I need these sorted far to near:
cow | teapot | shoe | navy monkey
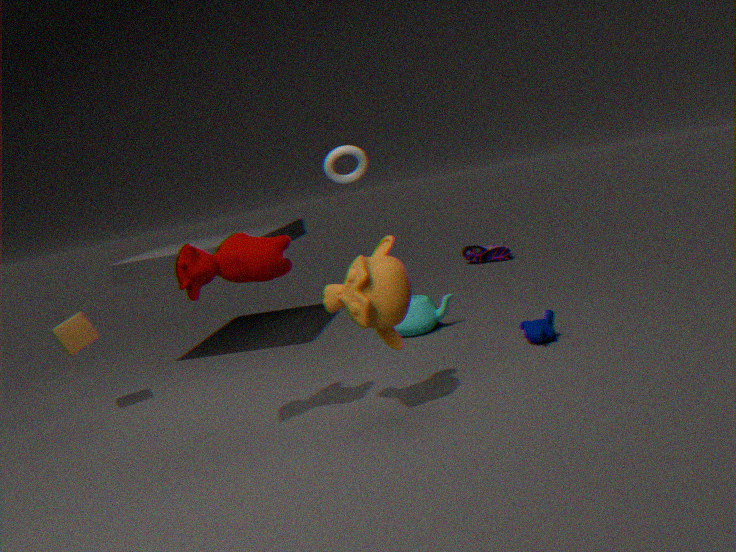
shoe, teapot, navy monkey, cow
